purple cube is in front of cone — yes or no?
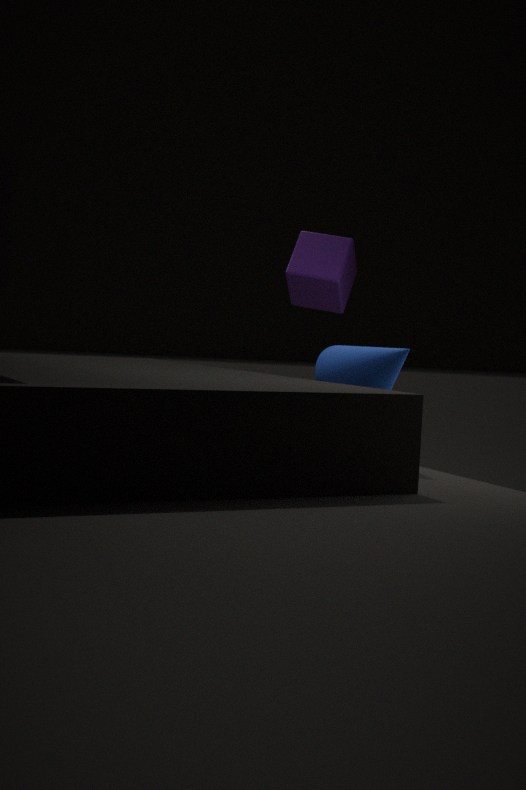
No
